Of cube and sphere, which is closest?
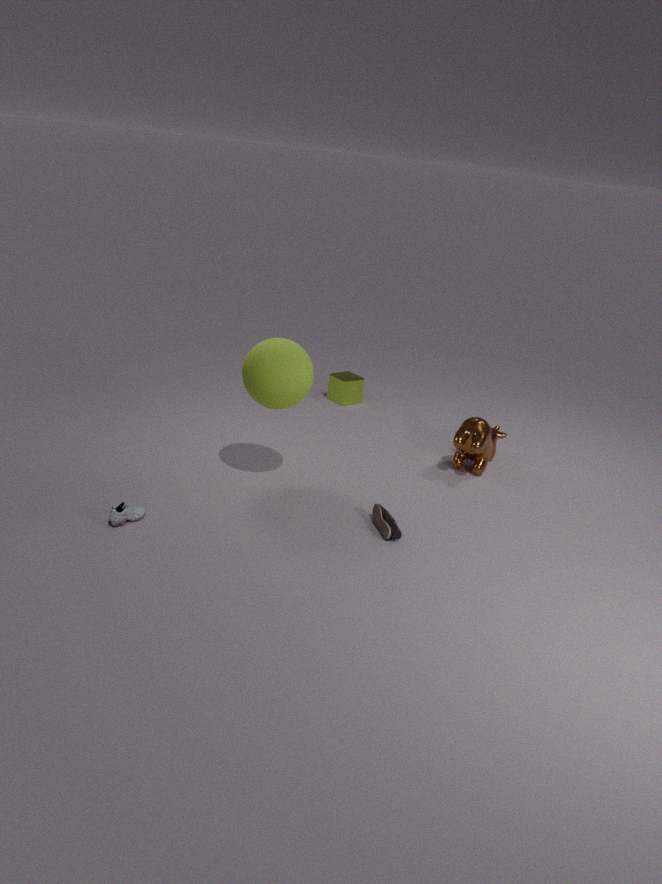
sphere
